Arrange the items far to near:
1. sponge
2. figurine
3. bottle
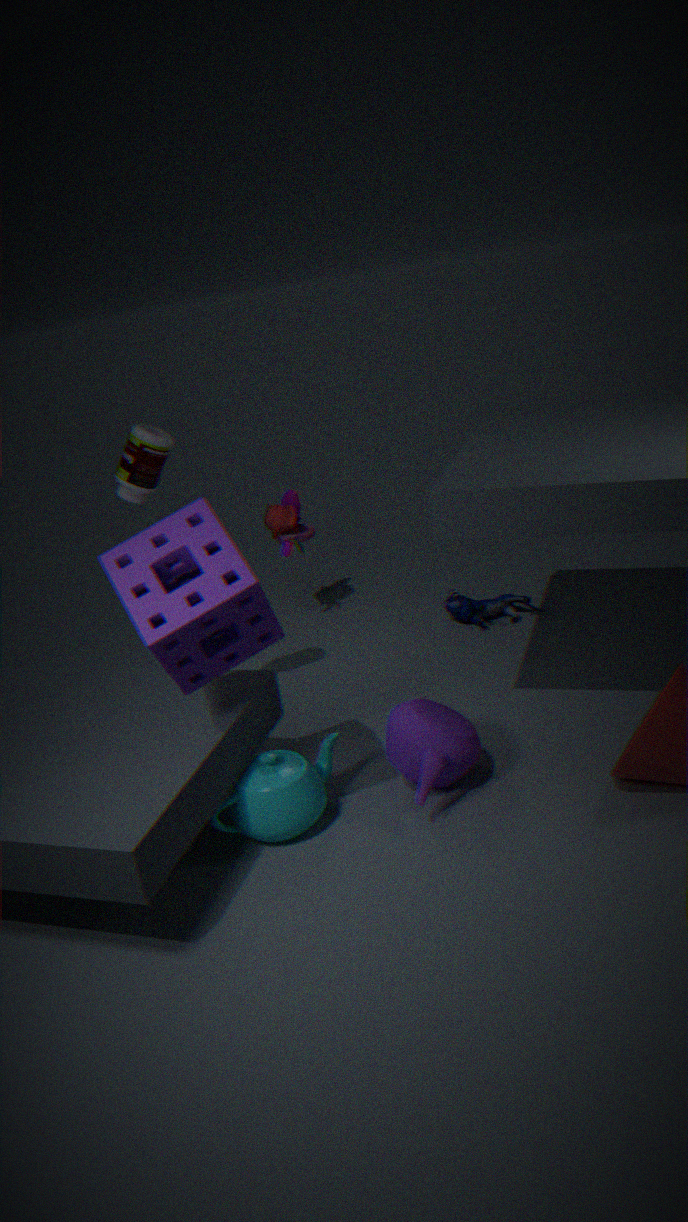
1. figurine
2. bottle
3. sponge
